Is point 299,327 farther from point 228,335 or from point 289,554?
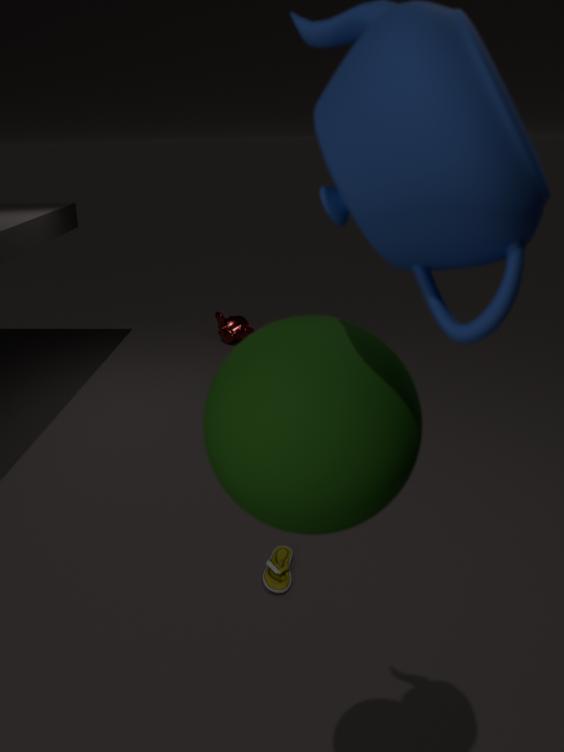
point 228,335
